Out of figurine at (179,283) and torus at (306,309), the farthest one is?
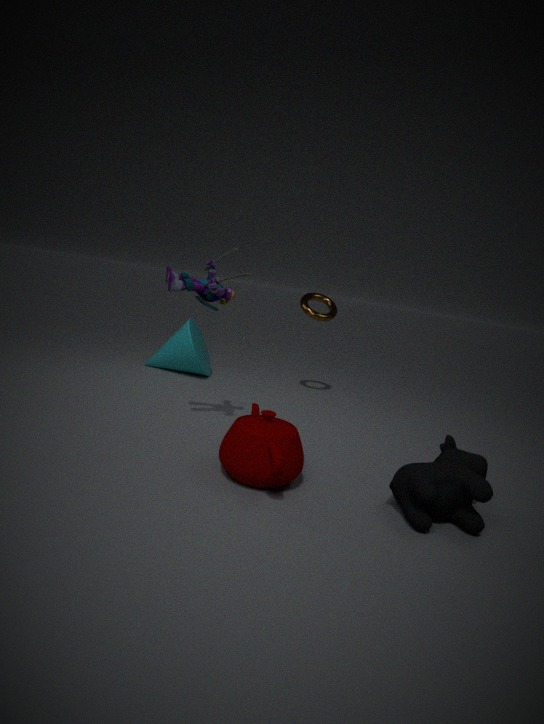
torus at (306,309)
